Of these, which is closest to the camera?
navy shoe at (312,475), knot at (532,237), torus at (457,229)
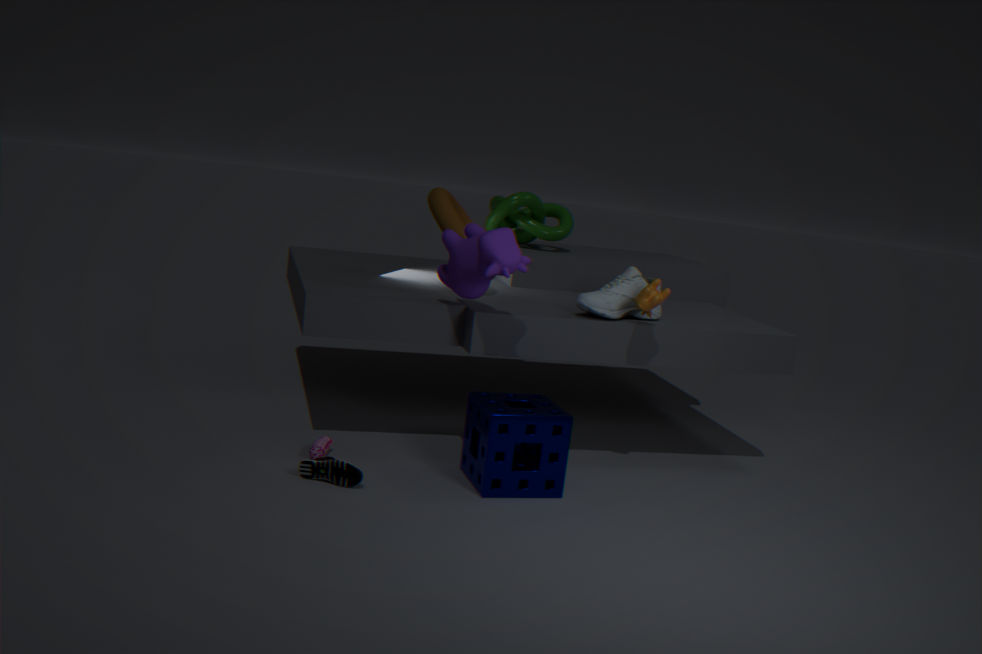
navy shoe at (312,475)
